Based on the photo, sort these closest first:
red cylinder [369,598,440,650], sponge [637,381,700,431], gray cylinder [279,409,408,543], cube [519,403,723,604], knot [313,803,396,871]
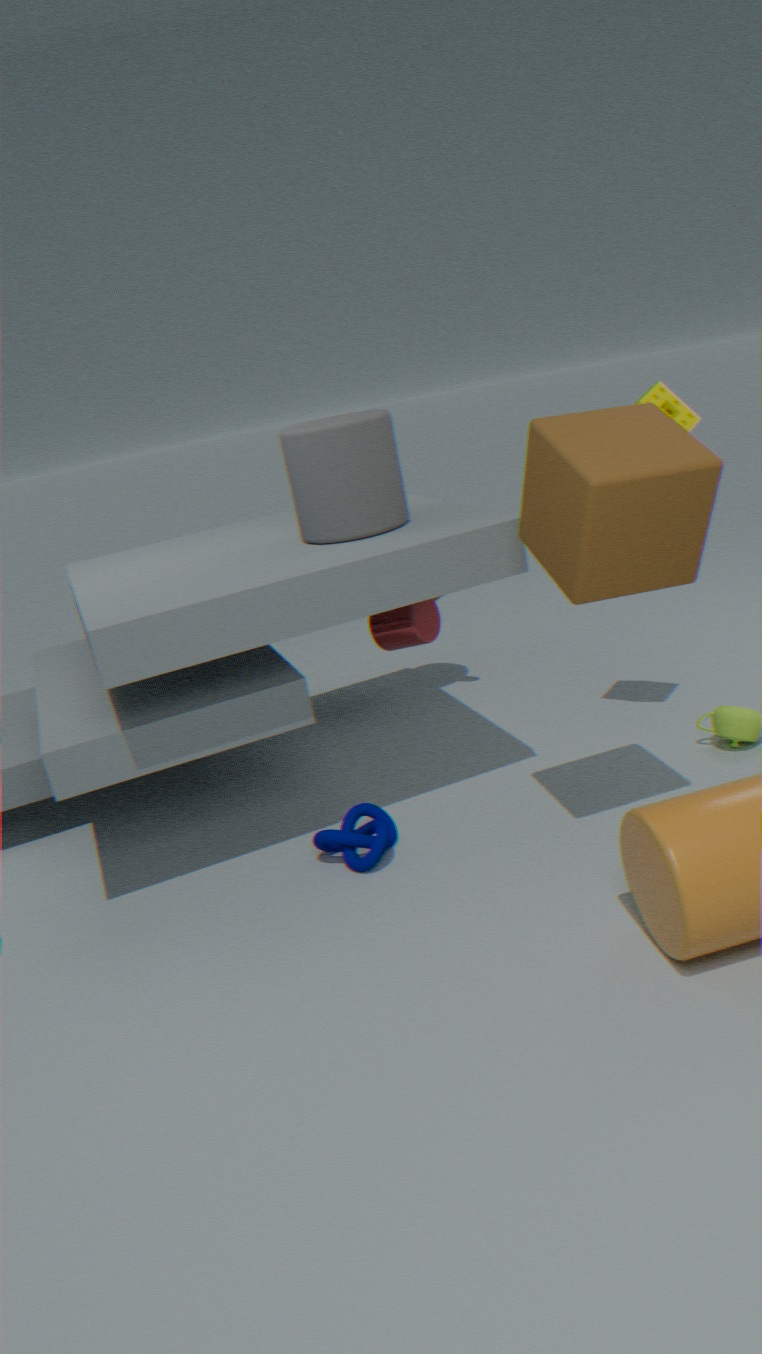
1. cube [519,403,723,604]
2. knot [313,803,396,871]
3. gray cylinder [279,409,408,543]
4. sponge [637,381,700,431]
5. red cylinder [369,598,440,650]
